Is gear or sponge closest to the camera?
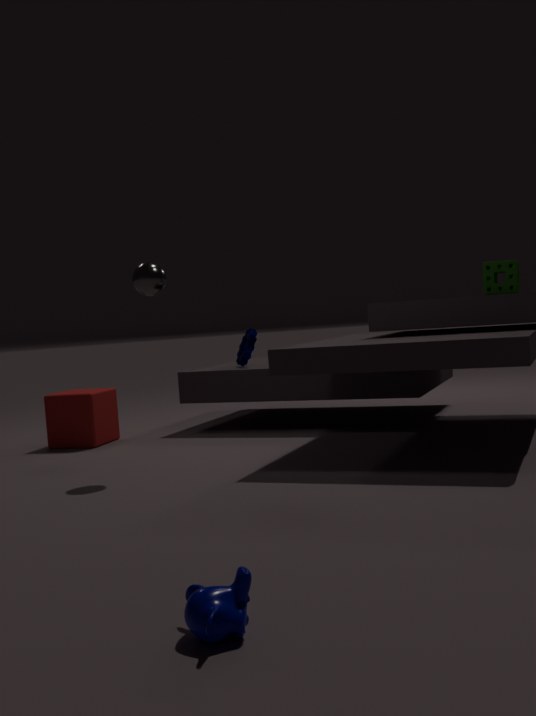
sponge
